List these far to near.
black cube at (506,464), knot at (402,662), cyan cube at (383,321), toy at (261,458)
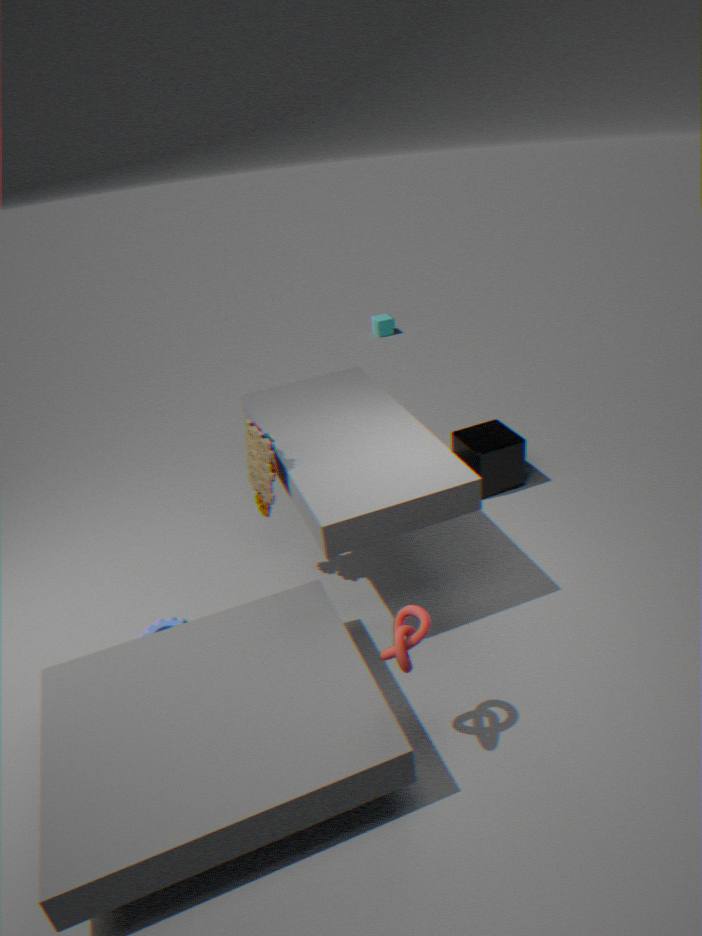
cyan cube at (383,321)
black cube at (506,464)
toy at (261,458)
knot at (402,662)
